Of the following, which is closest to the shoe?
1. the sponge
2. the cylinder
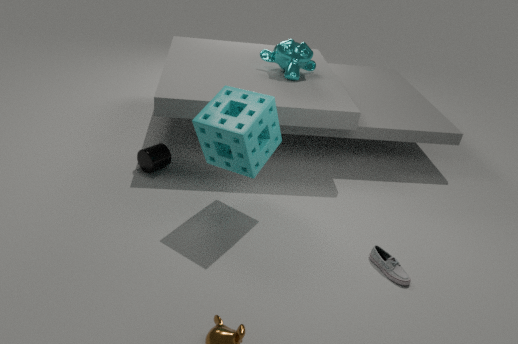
the sponge
